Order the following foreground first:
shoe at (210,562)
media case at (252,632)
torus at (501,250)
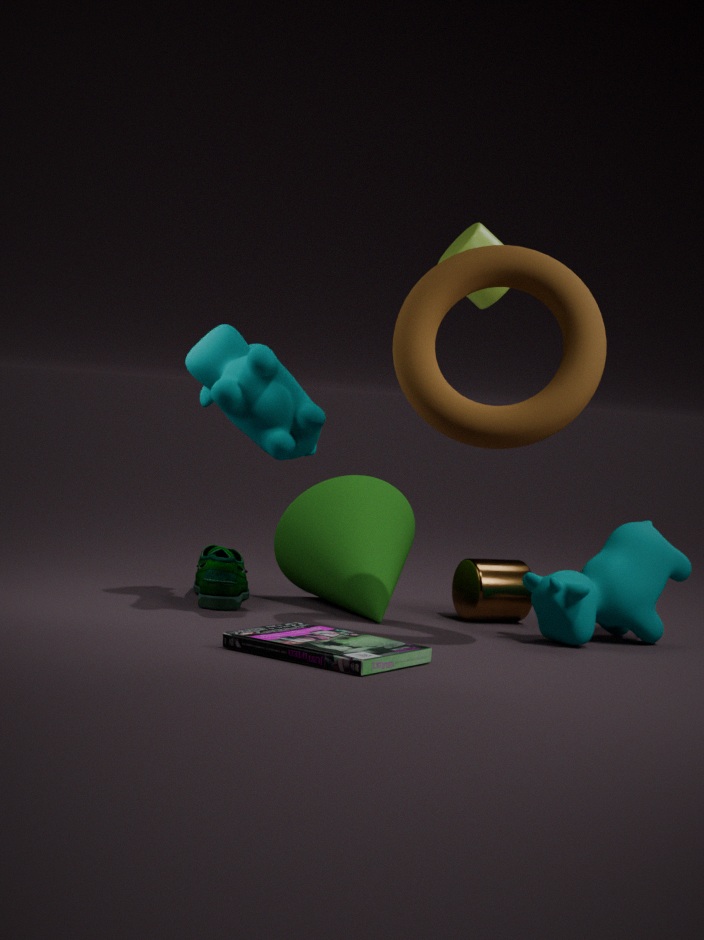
media case at (252,632), torus at (501,250), shoe at (210,562)
